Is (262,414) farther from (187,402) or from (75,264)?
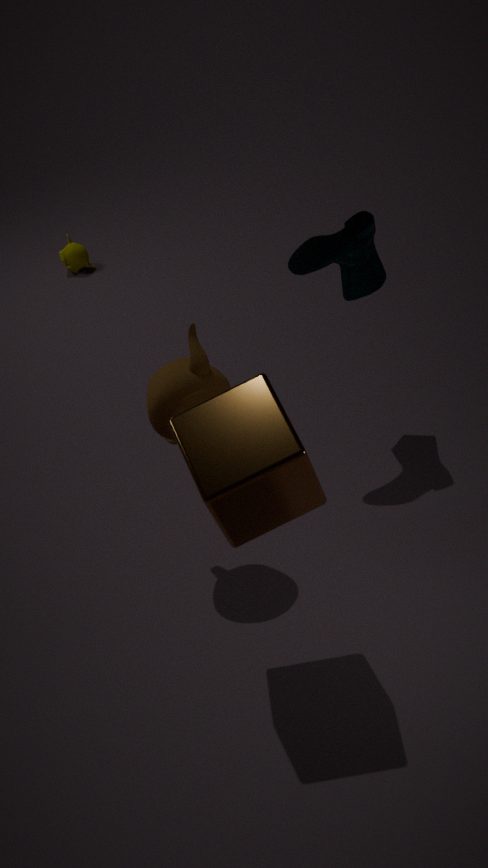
(75,264)
